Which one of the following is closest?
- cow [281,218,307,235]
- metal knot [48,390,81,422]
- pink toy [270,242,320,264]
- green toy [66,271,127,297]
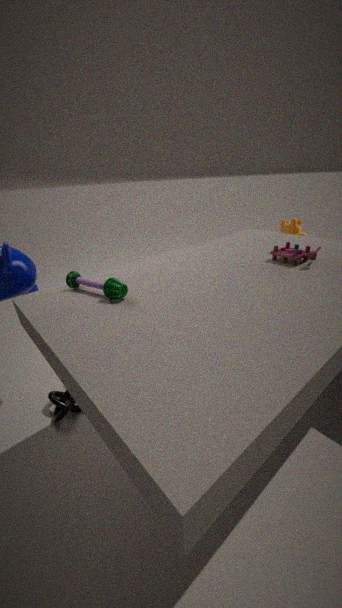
green toy [66,271,127,297]
